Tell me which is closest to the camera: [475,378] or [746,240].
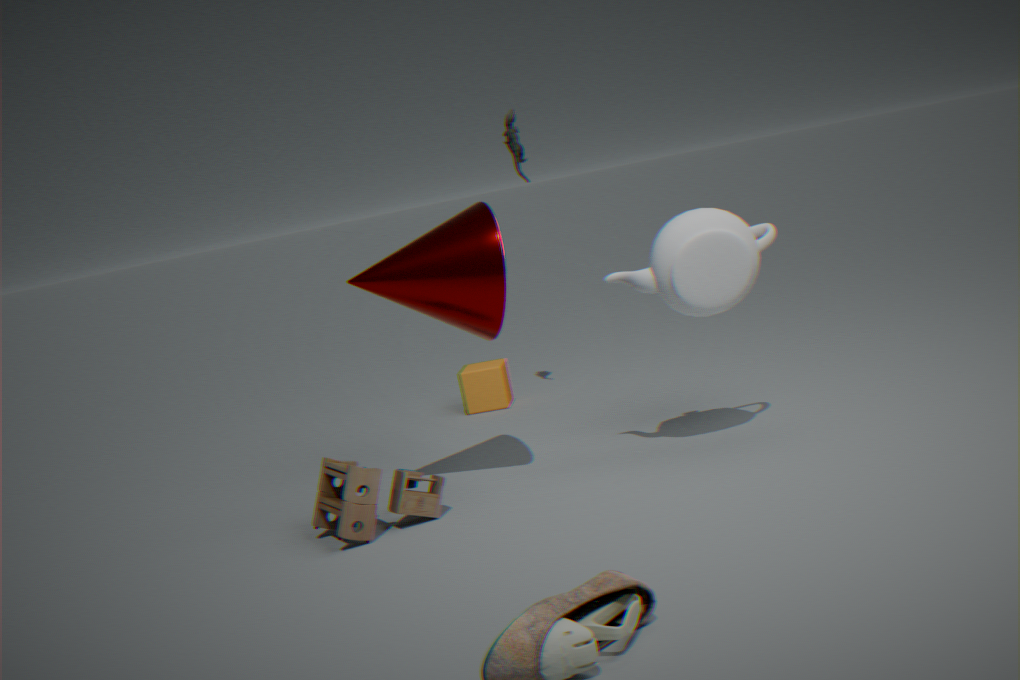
[746,240]
